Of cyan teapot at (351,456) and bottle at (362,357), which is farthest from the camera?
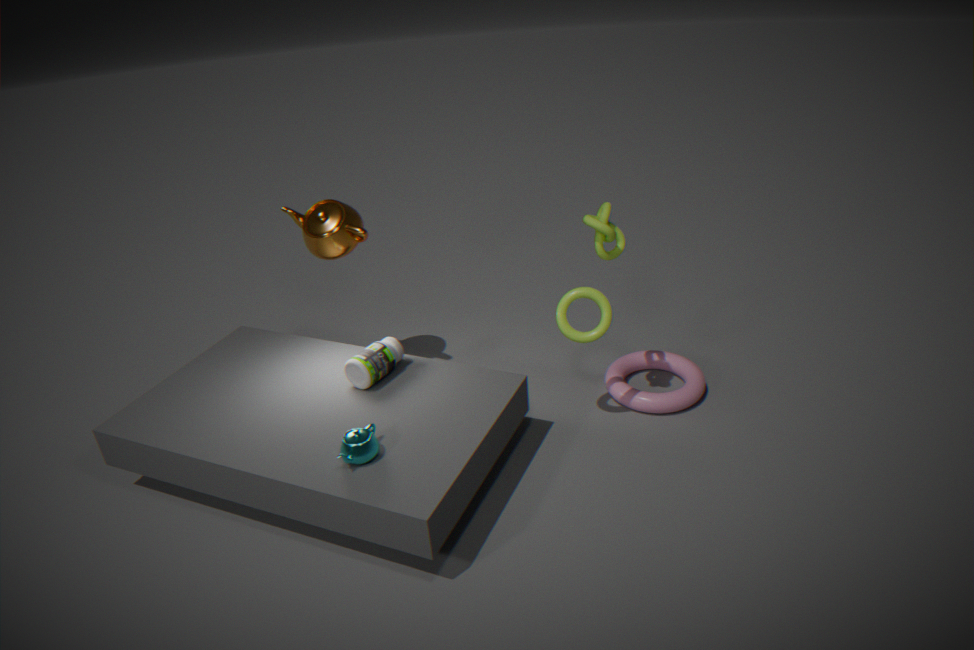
bottle at (362,357)
